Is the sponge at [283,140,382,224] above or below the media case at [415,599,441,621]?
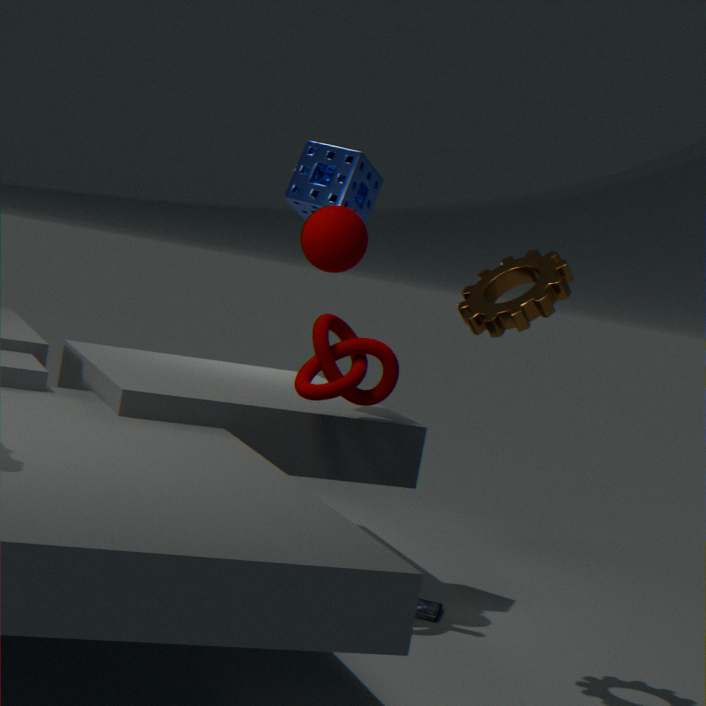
above
